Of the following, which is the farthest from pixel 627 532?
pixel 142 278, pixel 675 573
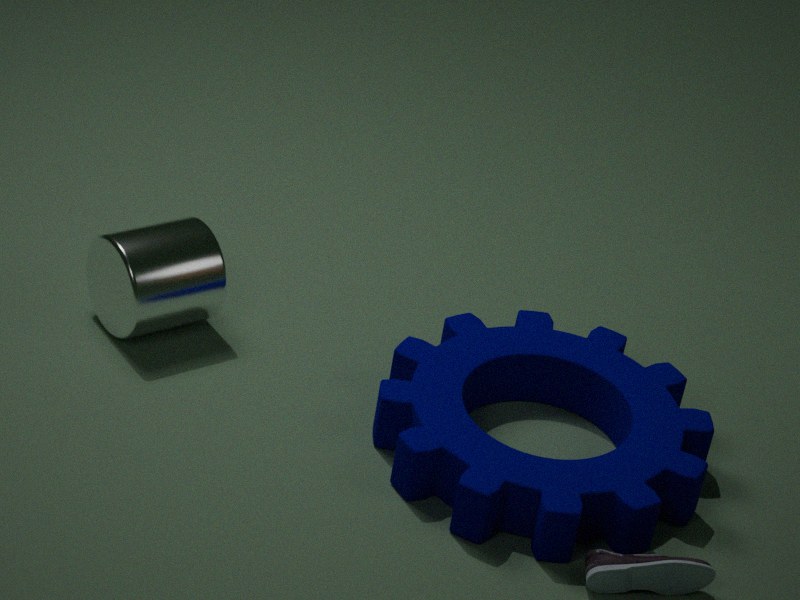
pixel 142 278
